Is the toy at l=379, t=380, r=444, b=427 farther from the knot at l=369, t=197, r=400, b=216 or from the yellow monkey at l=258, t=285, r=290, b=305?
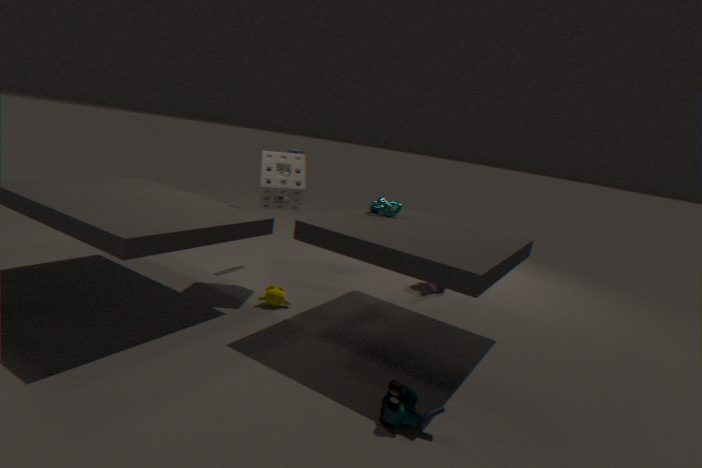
the knot at l=369, t=197, r=400, b=216
